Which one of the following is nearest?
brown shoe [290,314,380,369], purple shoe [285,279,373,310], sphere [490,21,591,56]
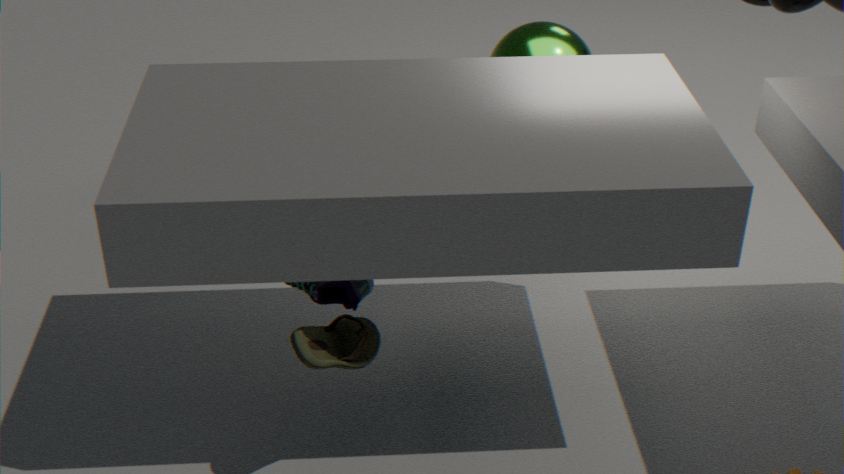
brown shoe [290,314,380,369]
